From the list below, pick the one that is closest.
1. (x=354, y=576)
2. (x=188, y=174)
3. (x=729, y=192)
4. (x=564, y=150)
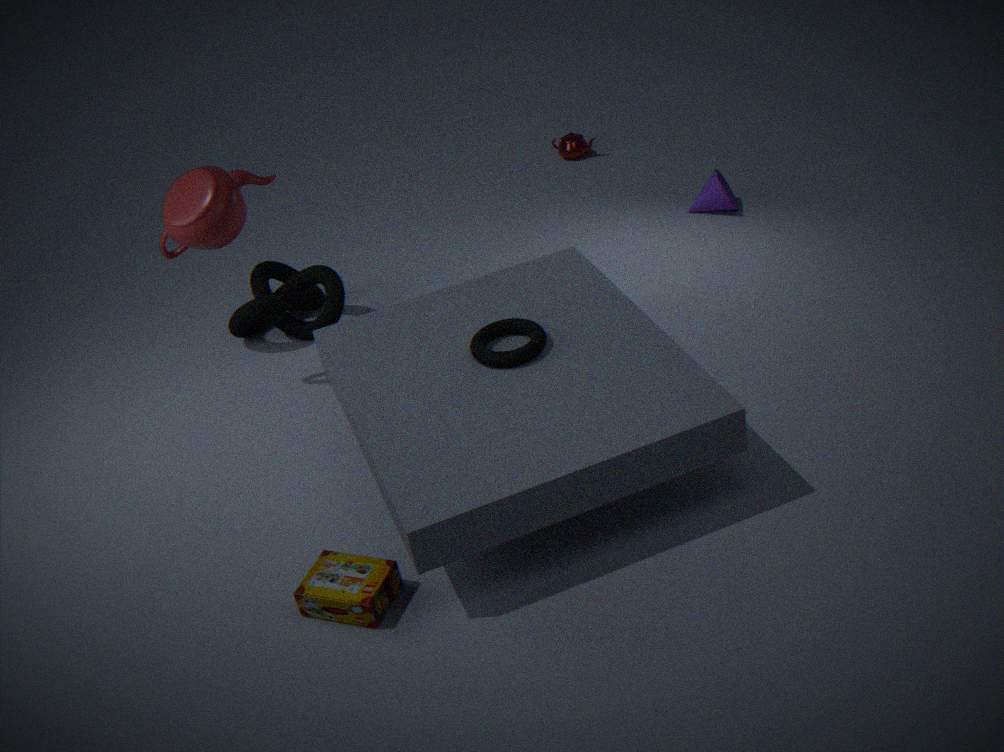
(x=354, y=576)
